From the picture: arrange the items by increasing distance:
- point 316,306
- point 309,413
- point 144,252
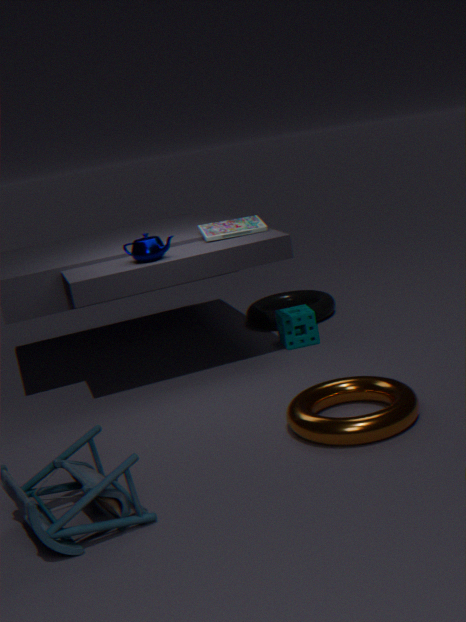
point 309,413 < point 144,252 < point 316,306
